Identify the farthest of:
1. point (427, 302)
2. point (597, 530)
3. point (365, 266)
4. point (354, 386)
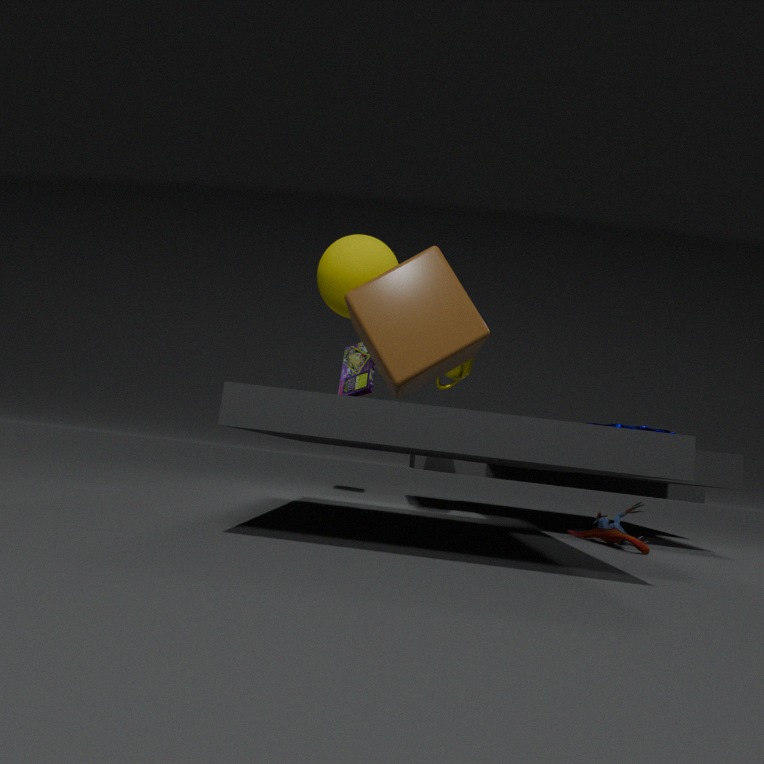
point (354, 386)
